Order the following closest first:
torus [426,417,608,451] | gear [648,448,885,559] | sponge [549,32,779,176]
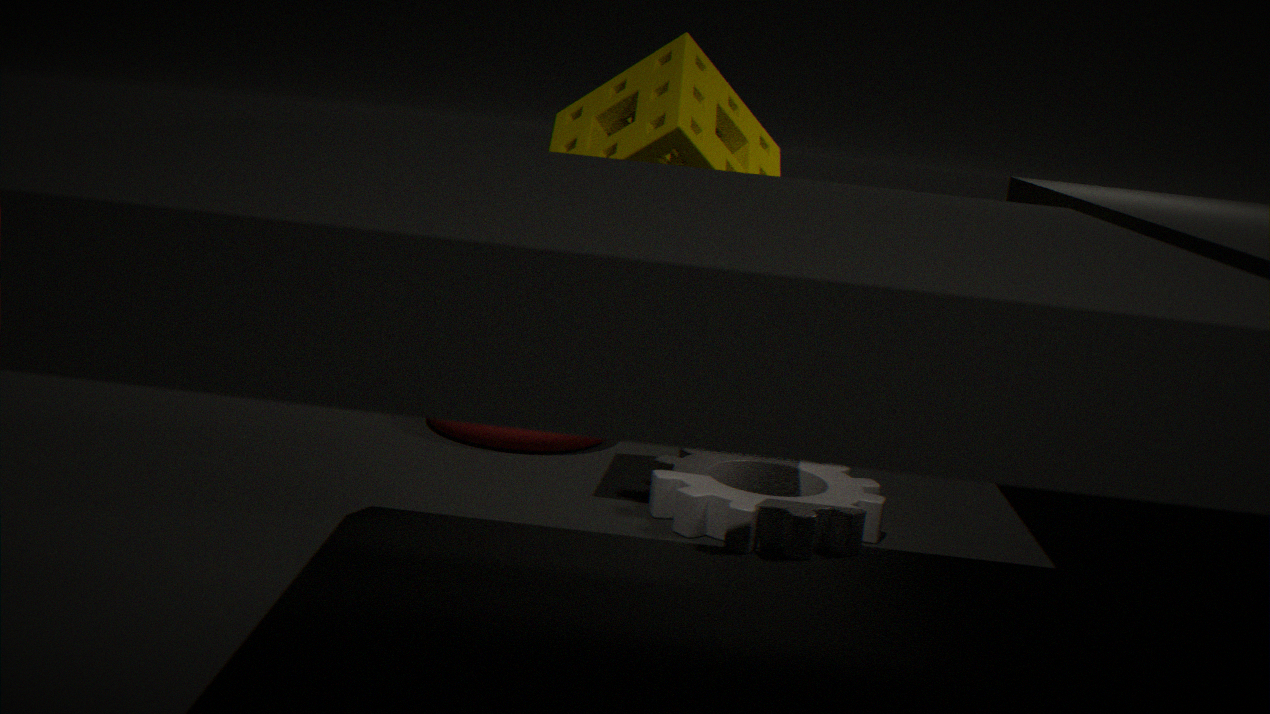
sponge [549,32,779,176] → gear [648,448,885,559] → torus [426,417,608,451]
